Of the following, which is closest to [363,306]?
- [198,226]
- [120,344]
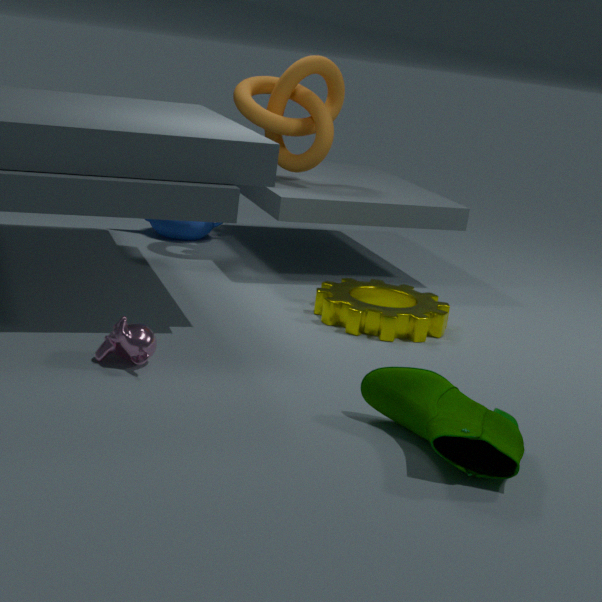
[120,344]
